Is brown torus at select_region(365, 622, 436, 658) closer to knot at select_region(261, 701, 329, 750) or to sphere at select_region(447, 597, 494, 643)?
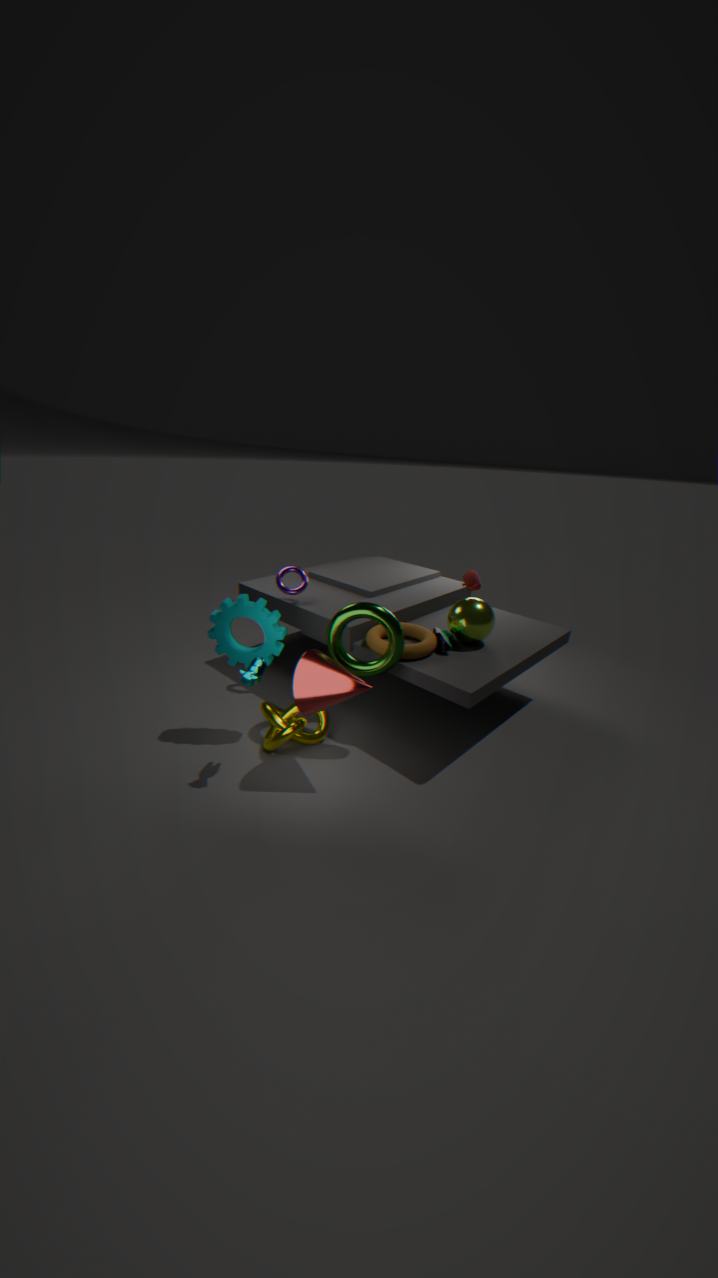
sphere at select_region(447, 597, 494, 643)
